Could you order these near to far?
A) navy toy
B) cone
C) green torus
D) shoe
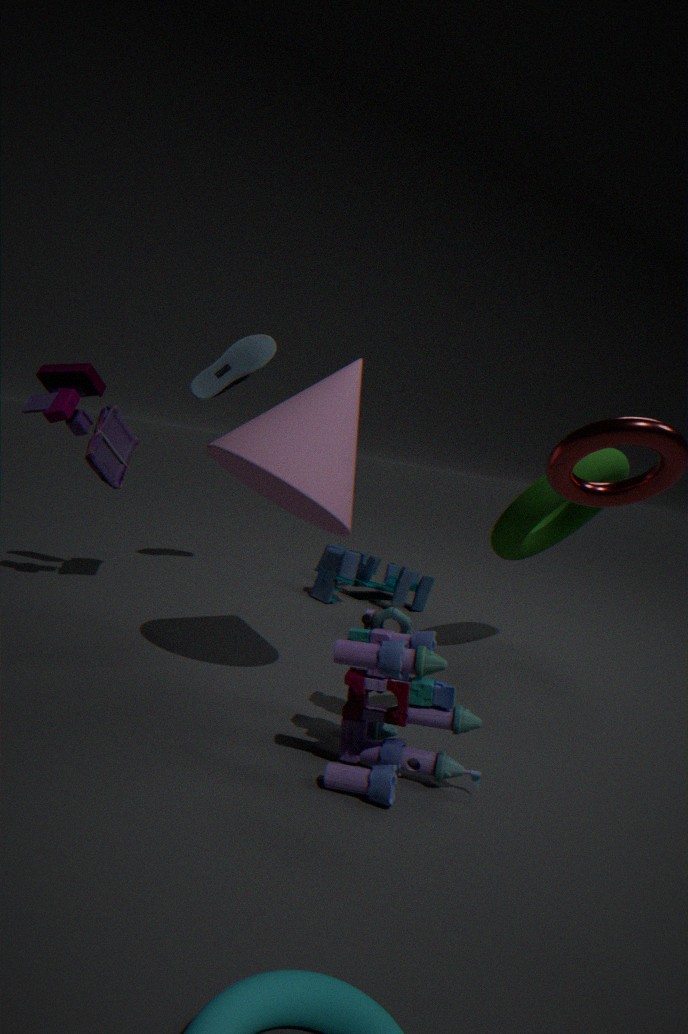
1. navy toy
2. cone
3. green torus
4. shoe
